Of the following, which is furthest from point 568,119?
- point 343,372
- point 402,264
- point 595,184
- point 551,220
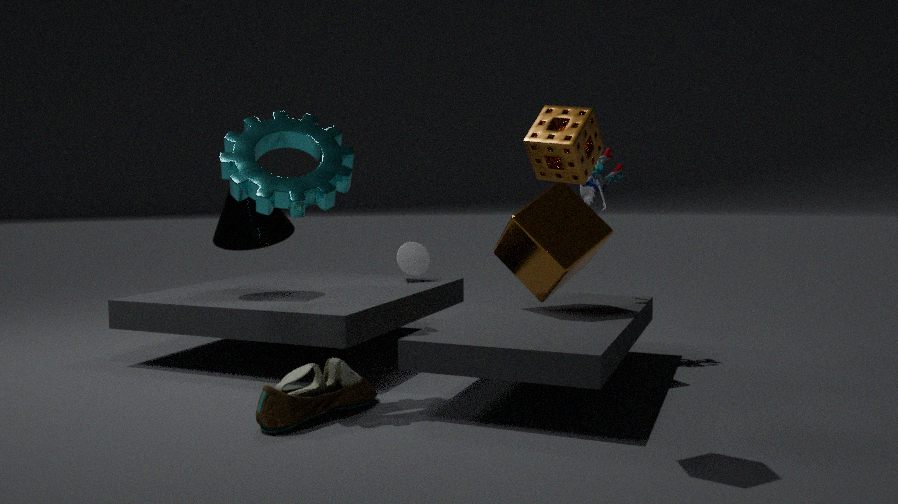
point 402,264
